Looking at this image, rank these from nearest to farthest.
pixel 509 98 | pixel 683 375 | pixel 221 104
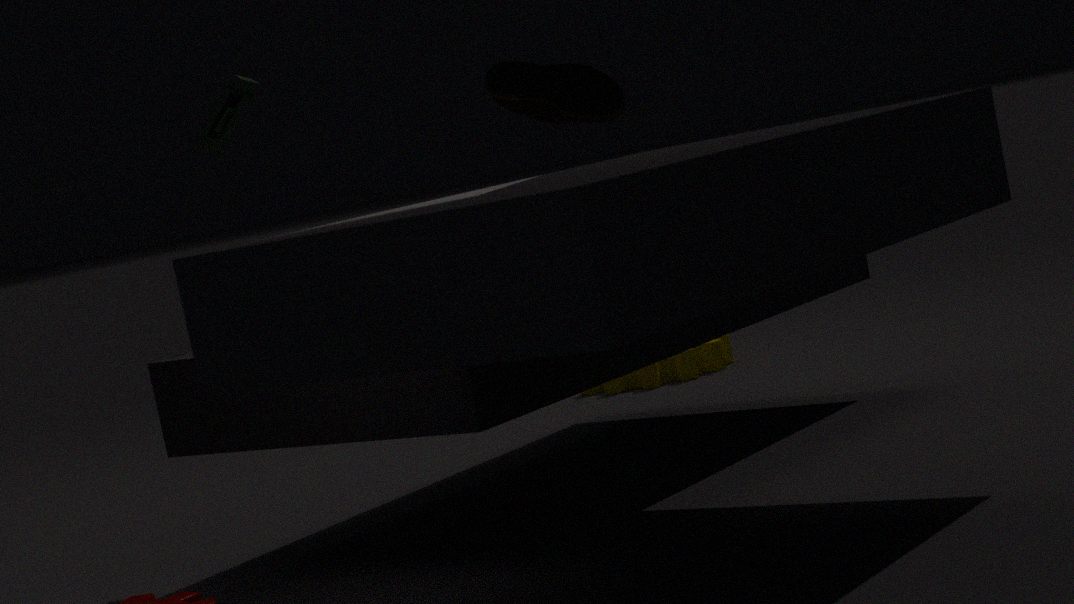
pixel 221 104
pixel 509 98
pixel 683 375
